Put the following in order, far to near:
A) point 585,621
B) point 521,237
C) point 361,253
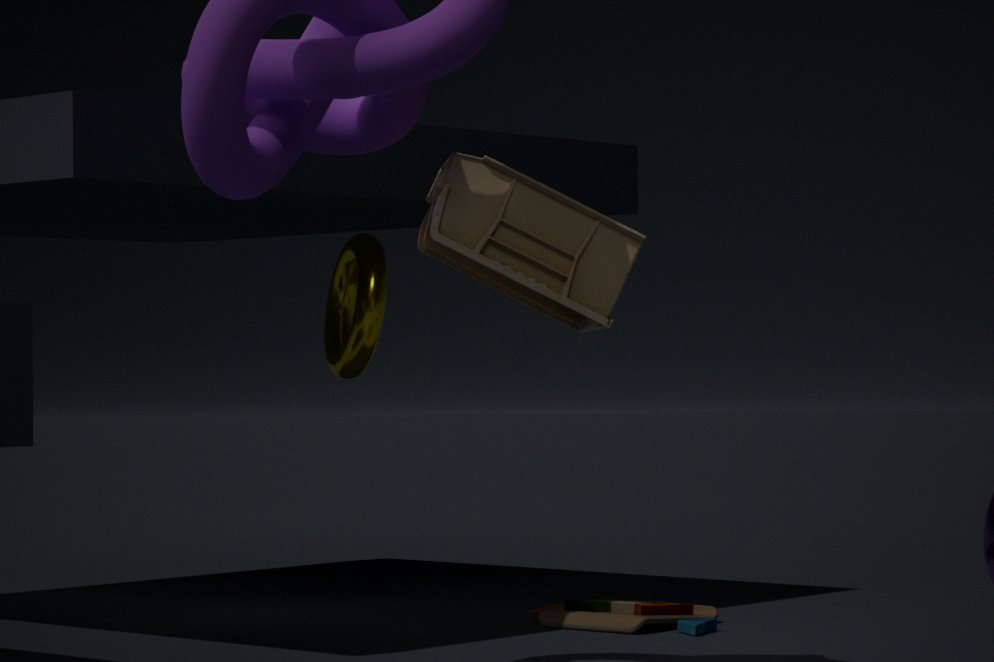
1. point 361,253
2. point 585,621
3. point 521,237
